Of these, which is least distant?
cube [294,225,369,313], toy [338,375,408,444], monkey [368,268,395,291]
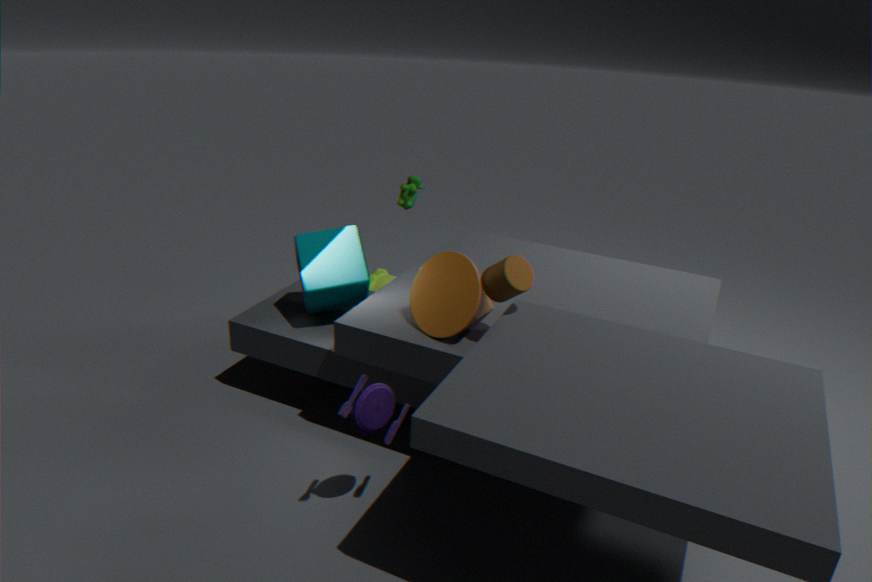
toy [338,375,408,444]
